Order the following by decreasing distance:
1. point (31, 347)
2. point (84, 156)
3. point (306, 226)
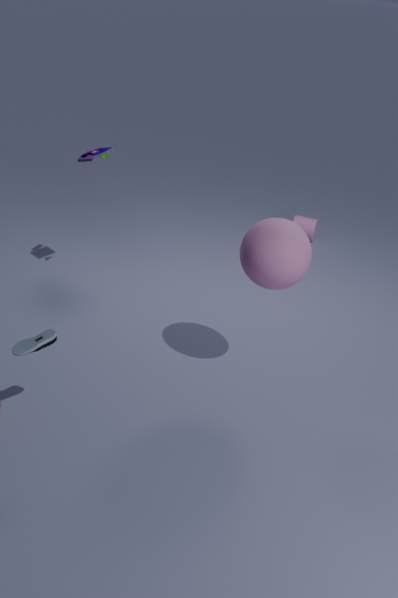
point (306, 226) → point (84, 156) → point (31, 347)
